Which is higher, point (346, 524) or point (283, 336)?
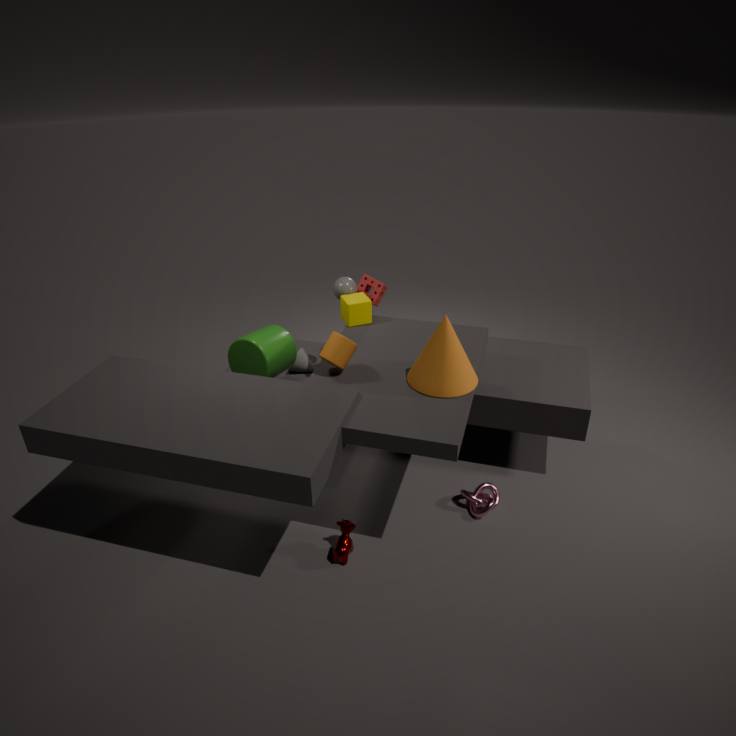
point (283, 336)
